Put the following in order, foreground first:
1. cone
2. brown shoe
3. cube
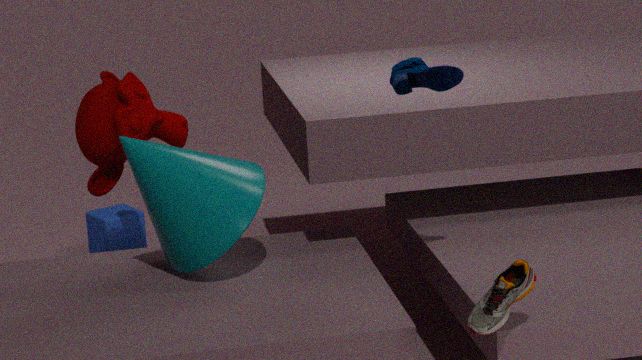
brown shoe, cone, cube
